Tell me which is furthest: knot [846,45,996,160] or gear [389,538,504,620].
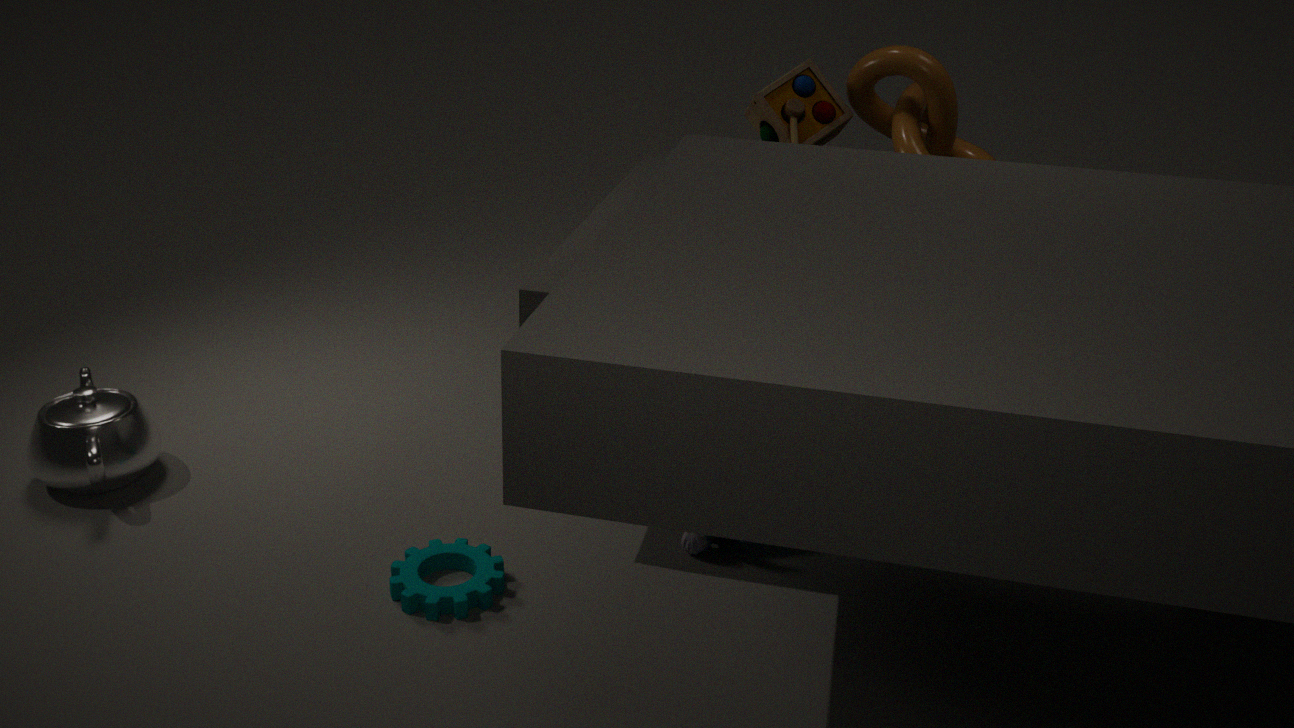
knot [846,45,996,160]
